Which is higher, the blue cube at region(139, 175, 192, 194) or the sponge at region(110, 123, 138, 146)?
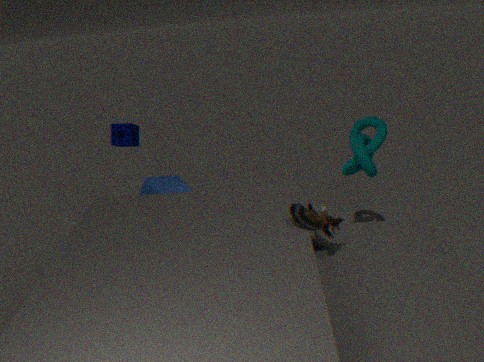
the sponge at region(110, 123, 138, 146)
